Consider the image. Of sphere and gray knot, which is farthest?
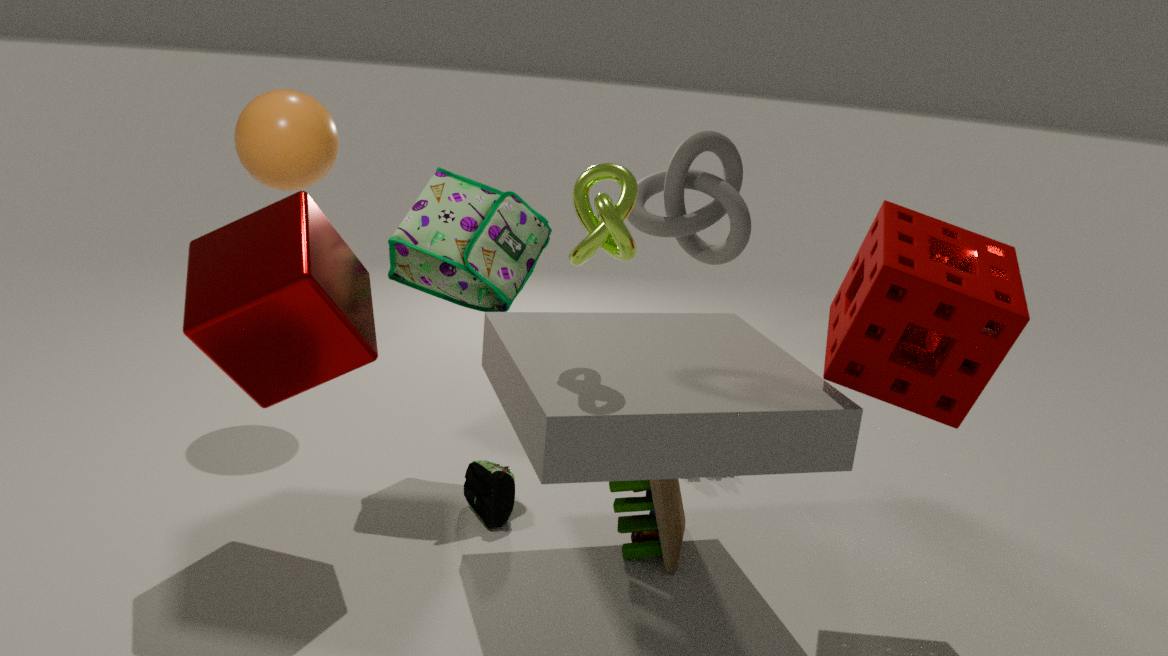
gray knot
